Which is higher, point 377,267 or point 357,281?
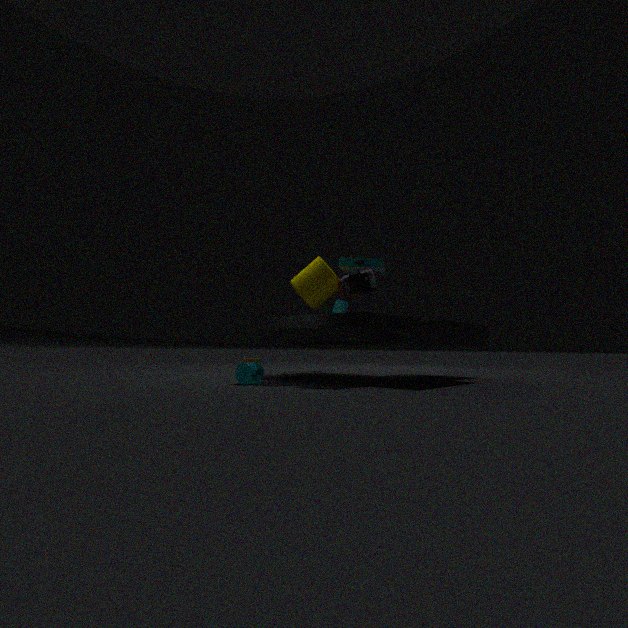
point 377,267
